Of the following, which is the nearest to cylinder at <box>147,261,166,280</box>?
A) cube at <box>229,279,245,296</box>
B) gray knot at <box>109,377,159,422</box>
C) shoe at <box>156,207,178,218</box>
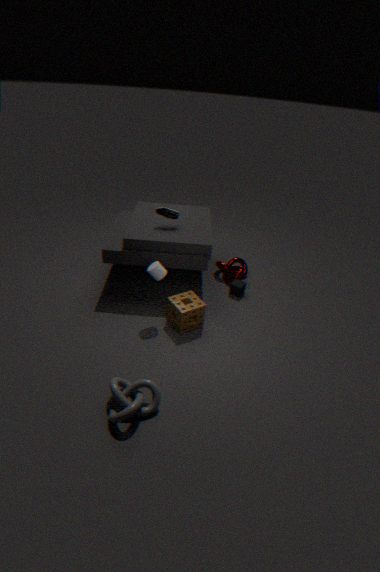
shoe at <box>156,207,178,218</box>
